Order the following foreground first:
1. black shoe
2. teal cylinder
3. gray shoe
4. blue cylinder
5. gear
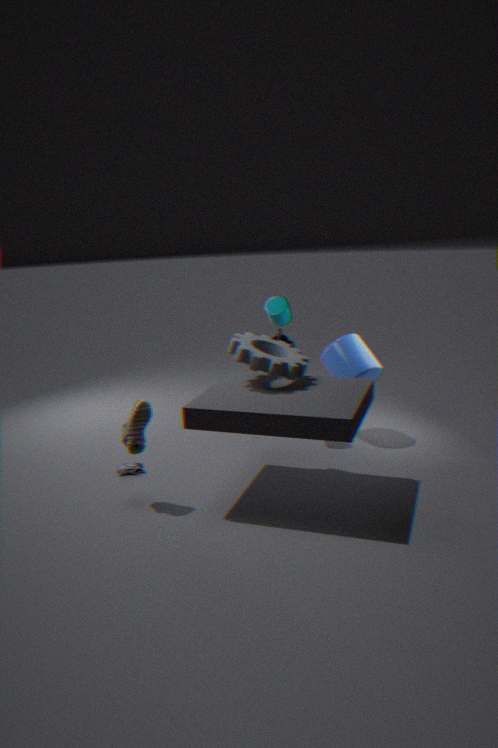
black shoe, gear, gray shoe, blue cylinder, teal cylinder
